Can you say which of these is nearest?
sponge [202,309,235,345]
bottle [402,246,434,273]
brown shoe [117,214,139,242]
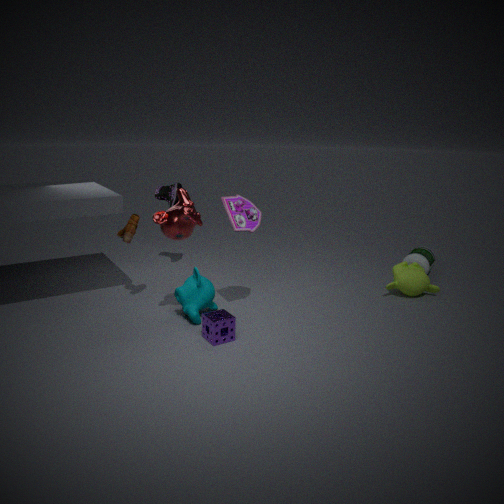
sponge [202,309,235,345]
